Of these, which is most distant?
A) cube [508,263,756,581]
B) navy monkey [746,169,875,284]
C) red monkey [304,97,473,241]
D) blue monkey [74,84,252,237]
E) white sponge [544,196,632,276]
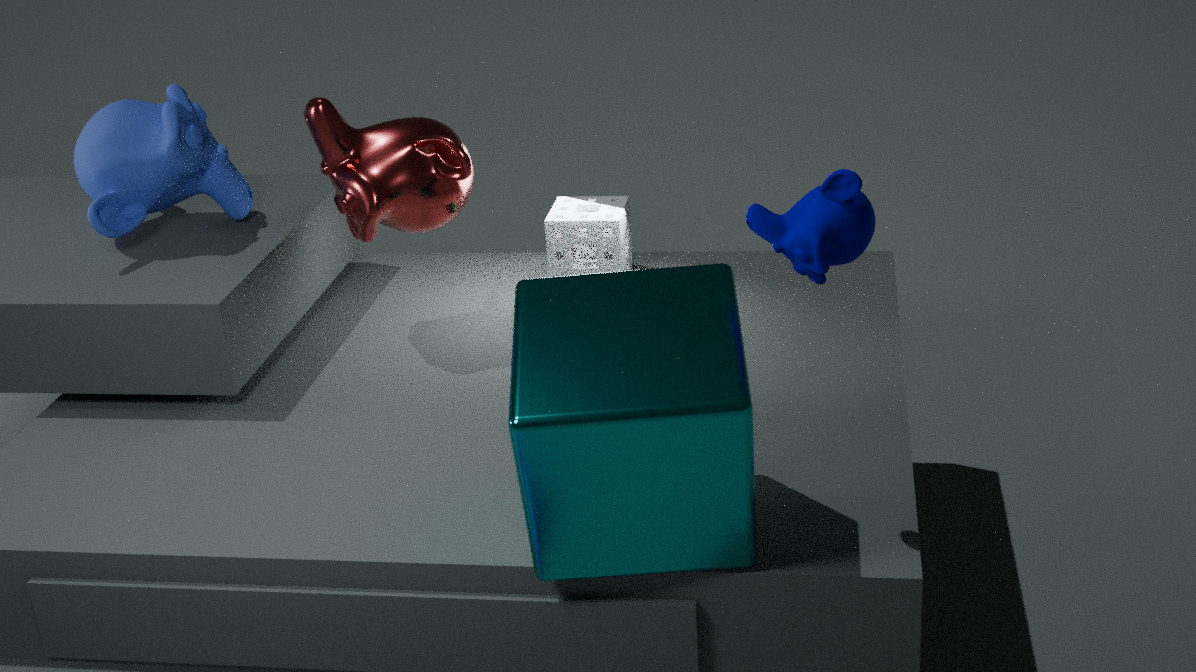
white sponge [544,196,632,276]
